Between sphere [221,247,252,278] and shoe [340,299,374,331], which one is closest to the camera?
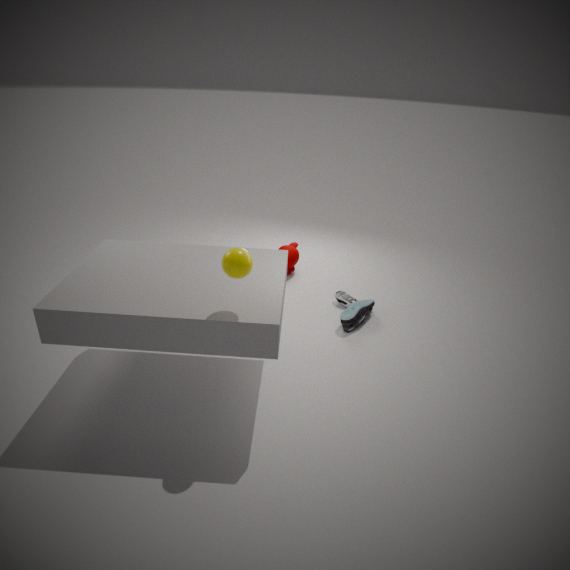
sphere [221,247,252,278]
